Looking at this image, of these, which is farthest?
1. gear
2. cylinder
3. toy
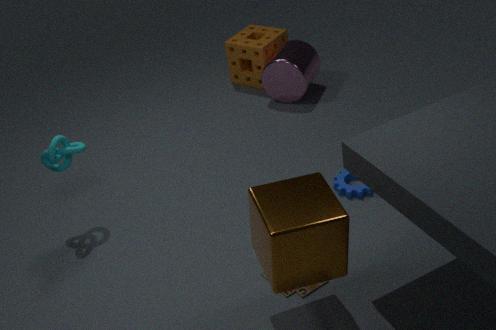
cylinder
